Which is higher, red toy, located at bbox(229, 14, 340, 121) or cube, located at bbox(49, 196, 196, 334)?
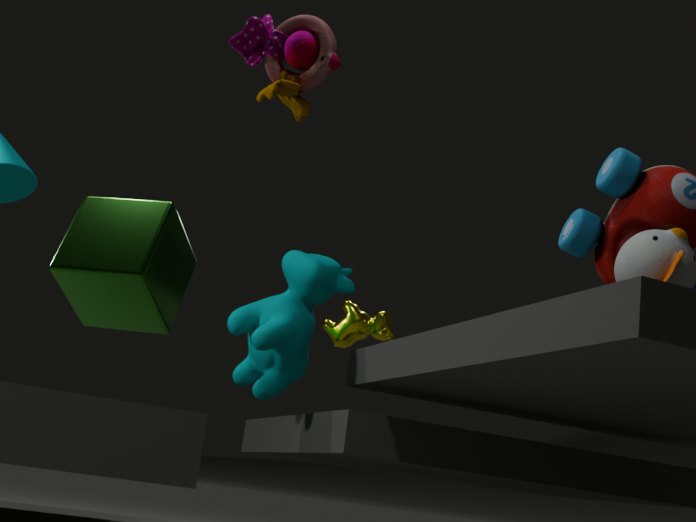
red toy, located at bbox(229, 14, 340, 121)
